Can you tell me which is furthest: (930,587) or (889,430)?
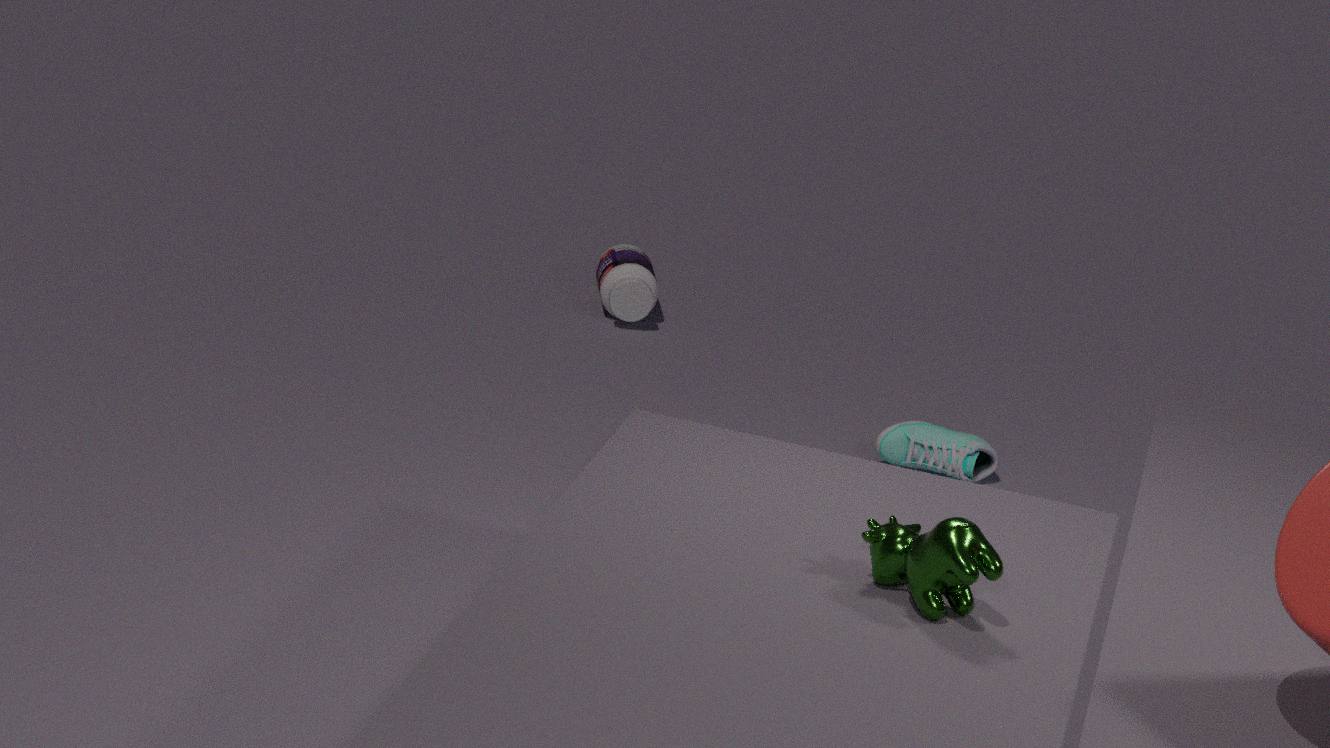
(889,430)
